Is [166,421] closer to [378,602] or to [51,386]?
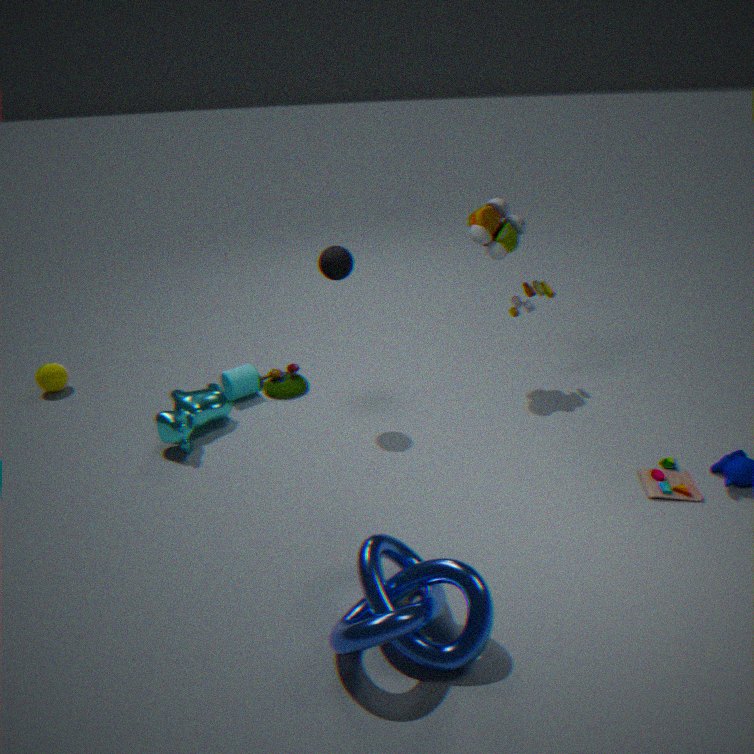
[51,386]
